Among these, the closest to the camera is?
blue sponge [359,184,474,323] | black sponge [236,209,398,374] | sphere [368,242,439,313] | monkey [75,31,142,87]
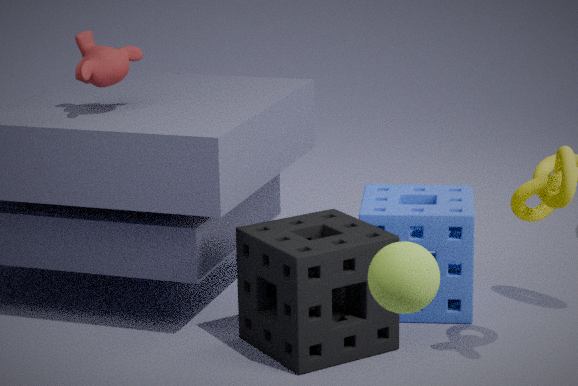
sphere [368,242,439,313]
